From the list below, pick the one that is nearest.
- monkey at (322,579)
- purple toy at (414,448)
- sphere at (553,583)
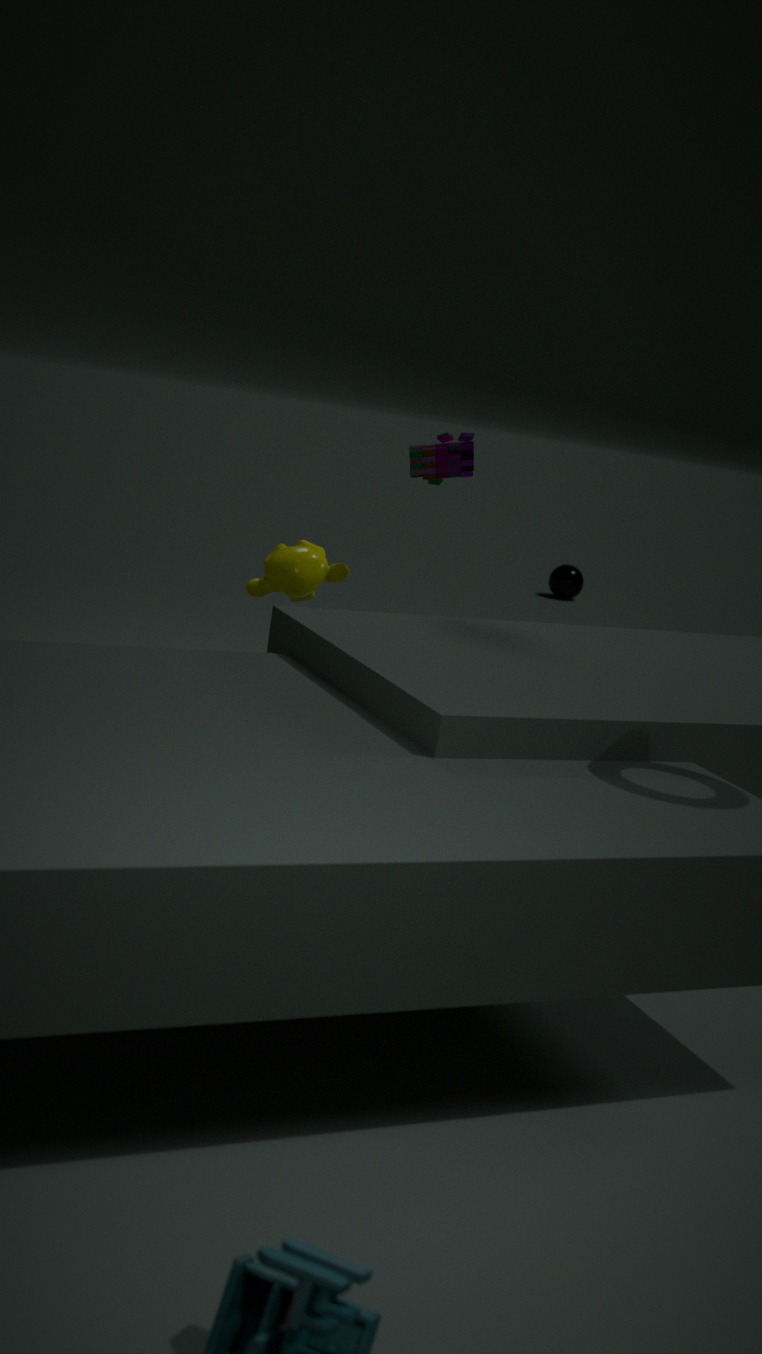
purple toy at (414,448)
